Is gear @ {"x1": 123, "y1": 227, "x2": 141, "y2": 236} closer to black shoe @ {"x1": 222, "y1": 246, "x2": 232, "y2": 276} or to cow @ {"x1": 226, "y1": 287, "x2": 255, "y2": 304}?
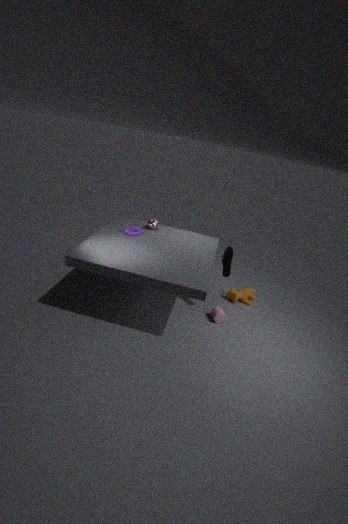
black shoe @ {"x1": 222, "y1": 246, "x2": 232, "y2": 276}
